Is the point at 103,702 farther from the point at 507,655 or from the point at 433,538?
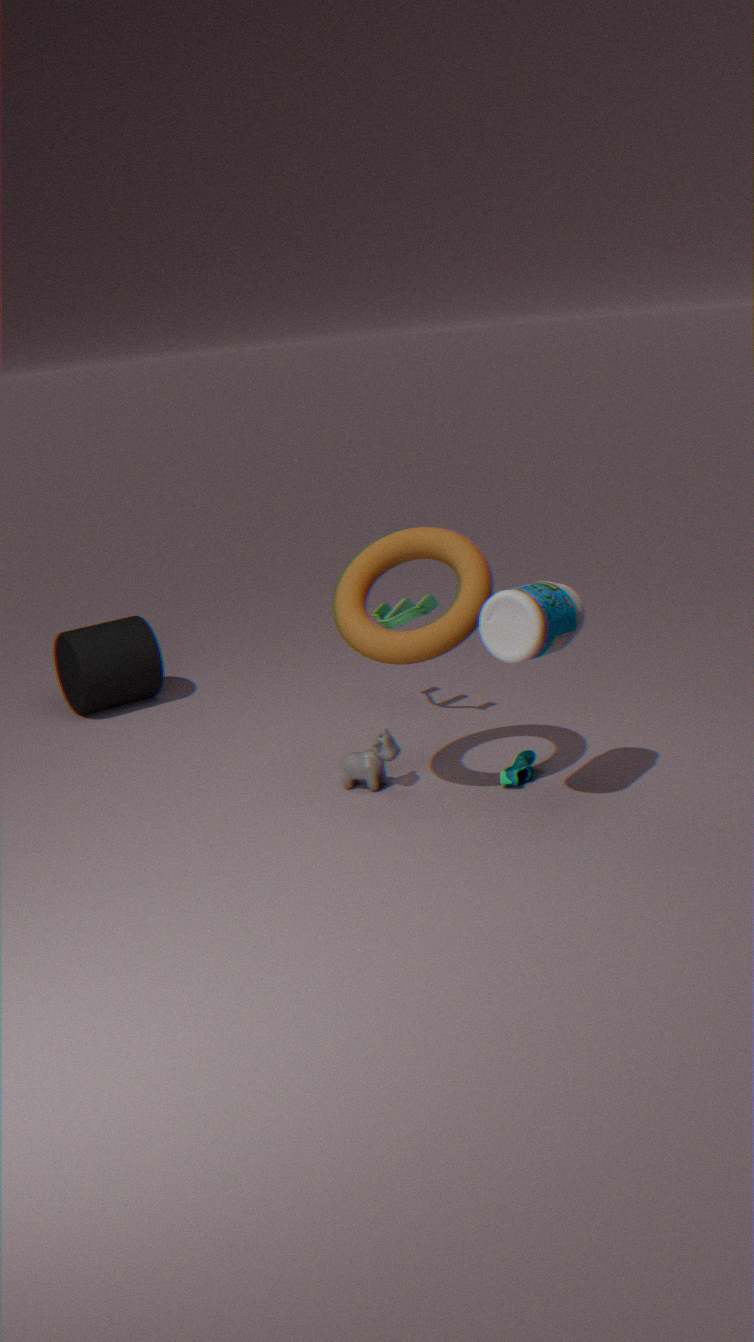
the point at 507,655
